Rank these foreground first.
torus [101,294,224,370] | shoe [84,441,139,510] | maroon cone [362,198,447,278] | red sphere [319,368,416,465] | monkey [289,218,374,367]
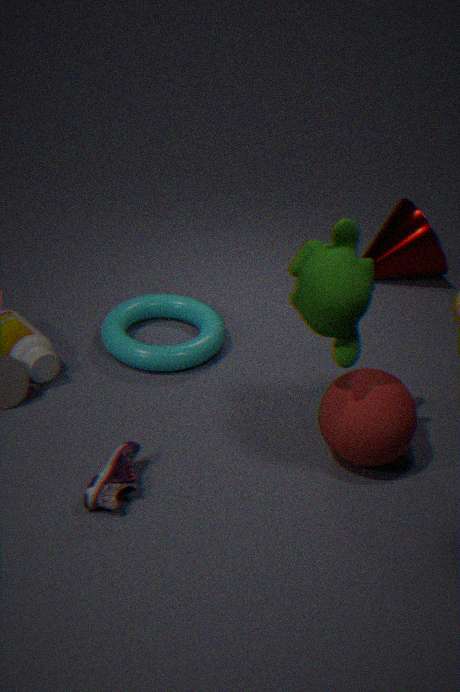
monkey [289,218,374,367] → shoe [84,441,139,510] → red sphere [319,368,416,465] → torus [101,294,224,370] → maroon cone [362,198,447,278]
